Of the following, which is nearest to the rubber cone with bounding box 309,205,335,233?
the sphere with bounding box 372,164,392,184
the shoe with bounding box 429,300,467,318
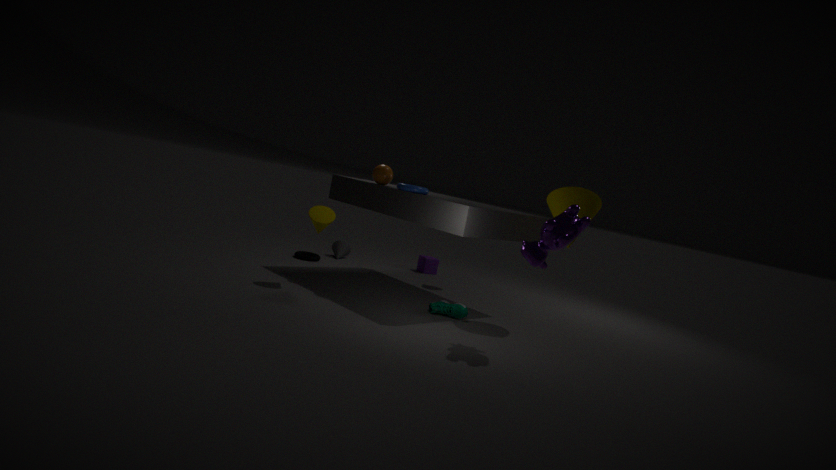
the sphere with bounding box 372,164,392,184
